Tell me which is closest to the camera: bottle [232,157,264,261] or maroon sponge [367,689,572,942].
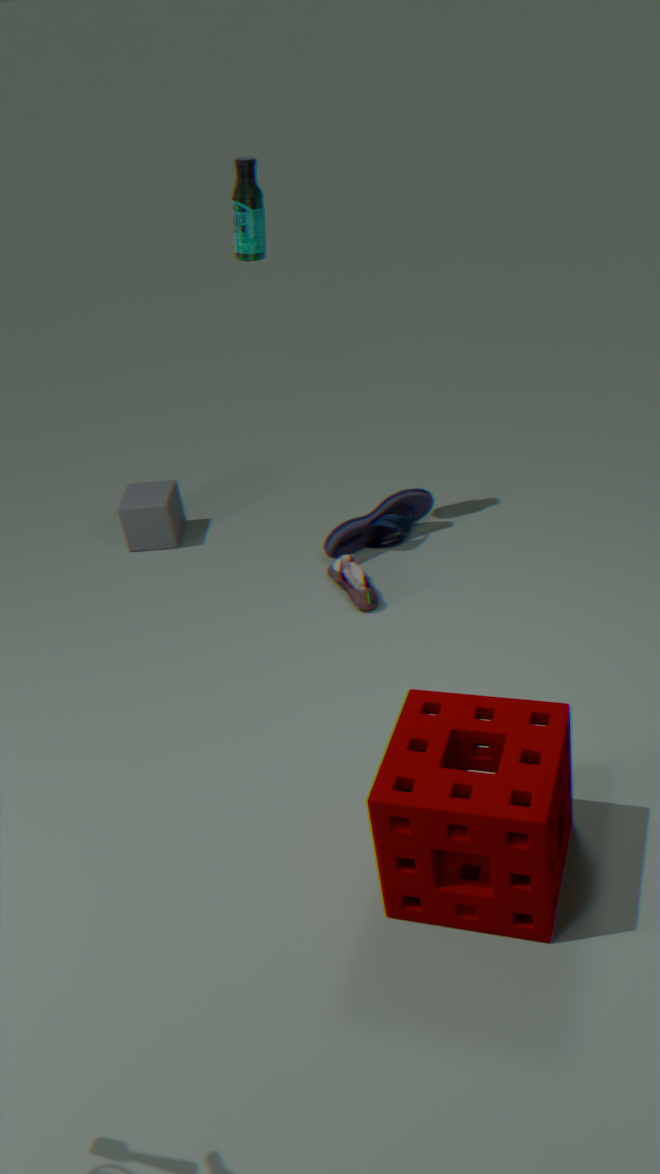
maroon sponge [367,689,572,942]
